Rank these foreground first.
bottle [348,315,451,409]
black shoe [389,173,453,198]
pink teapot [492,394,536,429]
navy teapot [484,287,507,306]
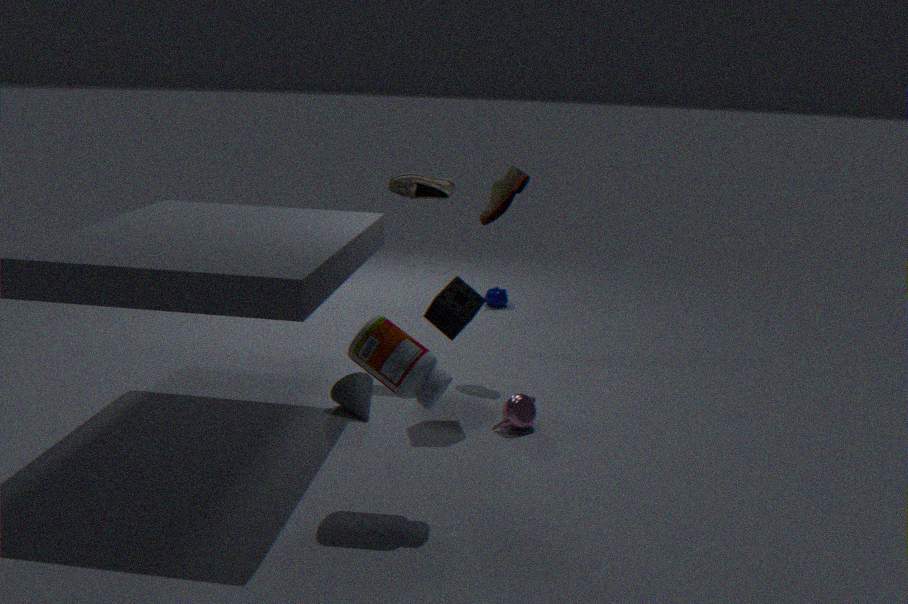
bottle [348,315,451,409]
pink teapot [492,394,536,429]
black shoe [389,173,453,198]
navy teapot [484,287,507,306]
